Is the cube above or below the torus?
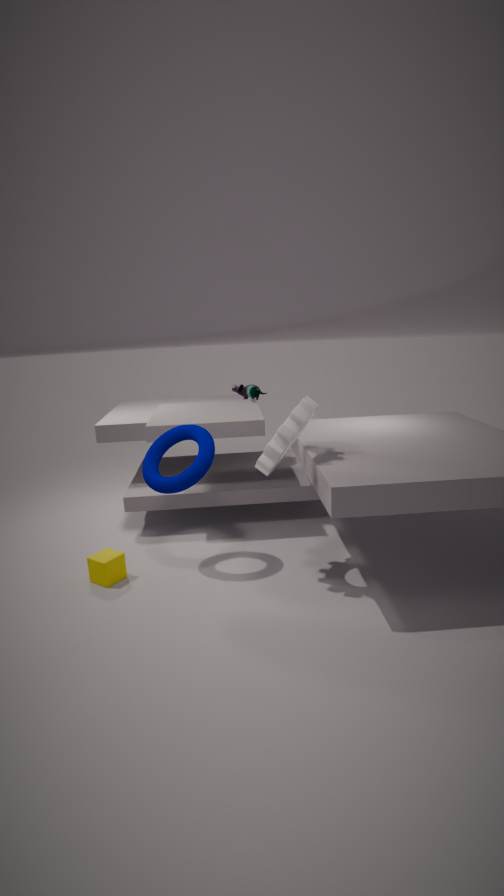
below
